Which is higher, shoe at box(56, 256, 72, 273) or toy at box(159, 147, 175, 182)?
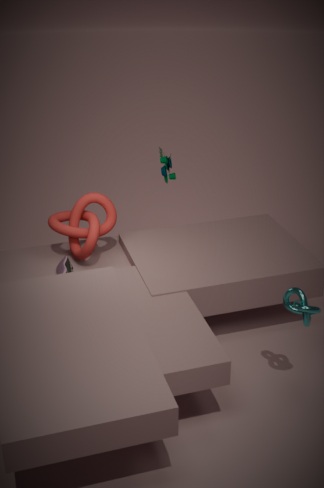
toy at box(159, 147, 175, 182)
